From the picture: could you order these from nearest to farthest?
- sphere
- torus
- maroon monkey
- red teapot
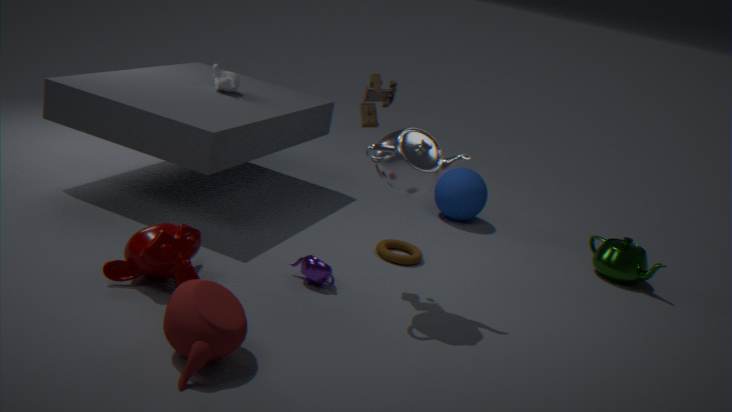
red teapot < maroon monkey < torus < sphere
